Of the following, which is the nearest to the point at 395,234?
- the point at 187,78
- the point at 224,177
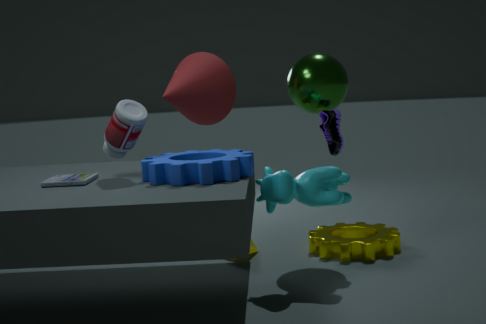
the point at 224,177
